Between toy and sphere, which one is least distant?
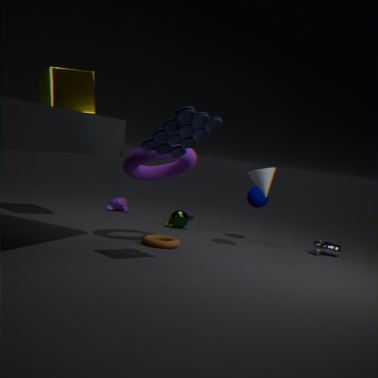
toy
